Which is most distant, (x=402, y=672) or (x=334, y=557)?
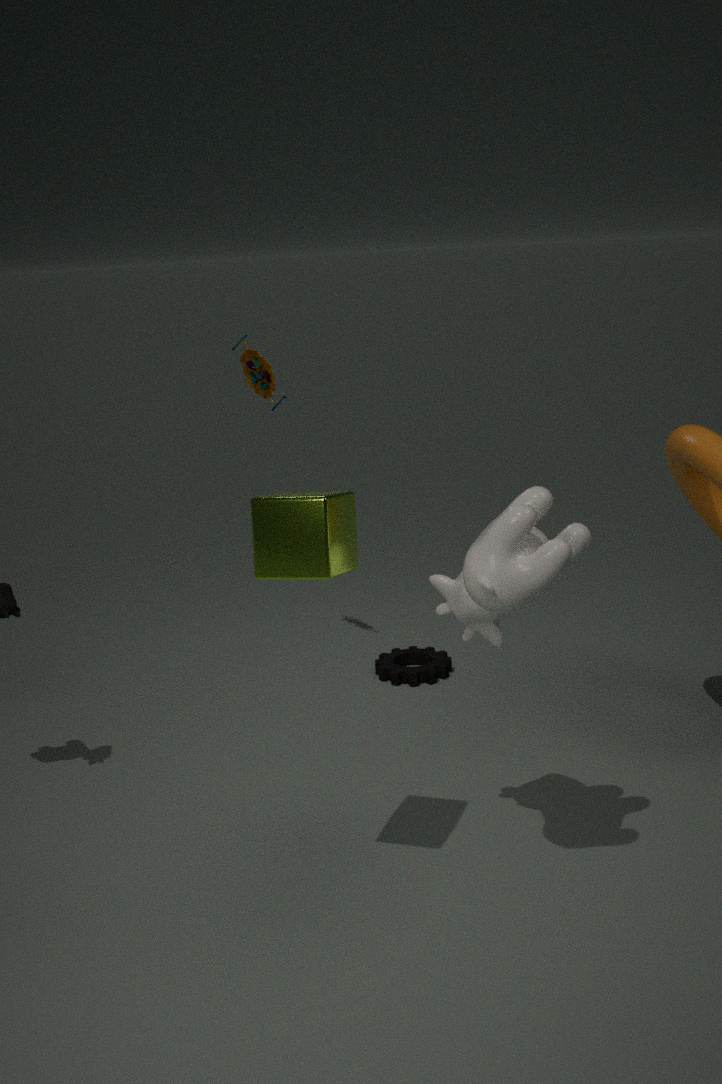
(x=402, y=672)
